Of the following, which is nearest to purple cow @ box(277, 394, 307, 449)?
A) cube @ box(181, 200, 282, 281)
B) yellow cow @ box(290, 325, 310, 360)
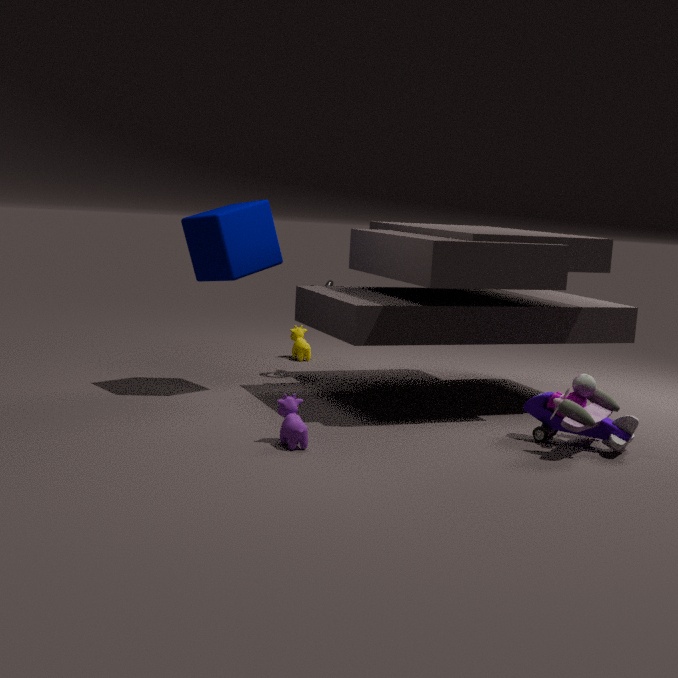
cube @ box(181, 200, 282, 281)
